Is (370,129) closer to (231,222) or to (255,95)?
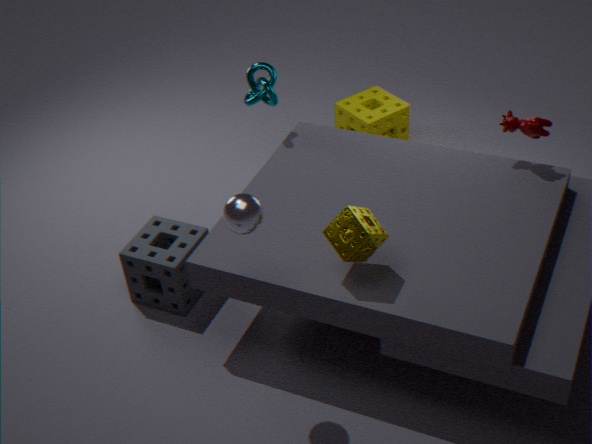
(255,95)
